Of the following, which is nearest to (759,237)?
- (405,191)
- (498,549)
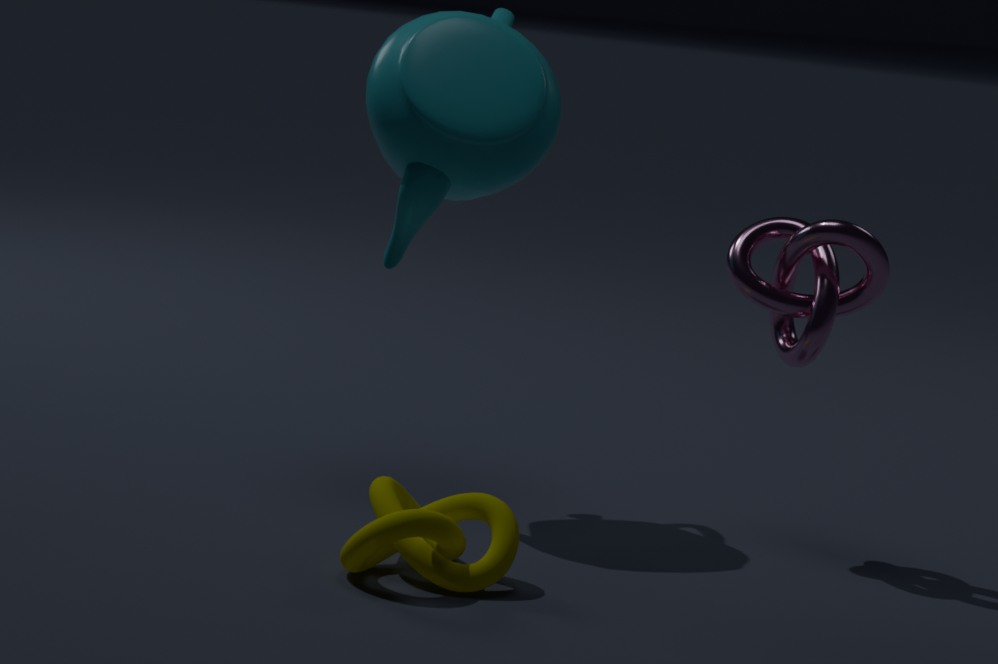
(405,191)
